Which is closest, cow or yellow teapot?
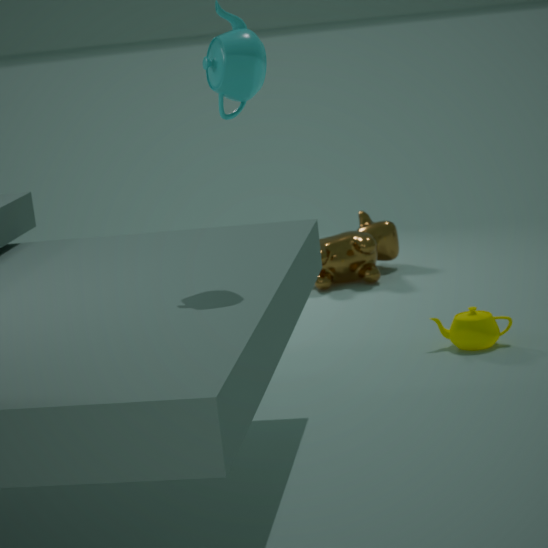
yellow teapot
